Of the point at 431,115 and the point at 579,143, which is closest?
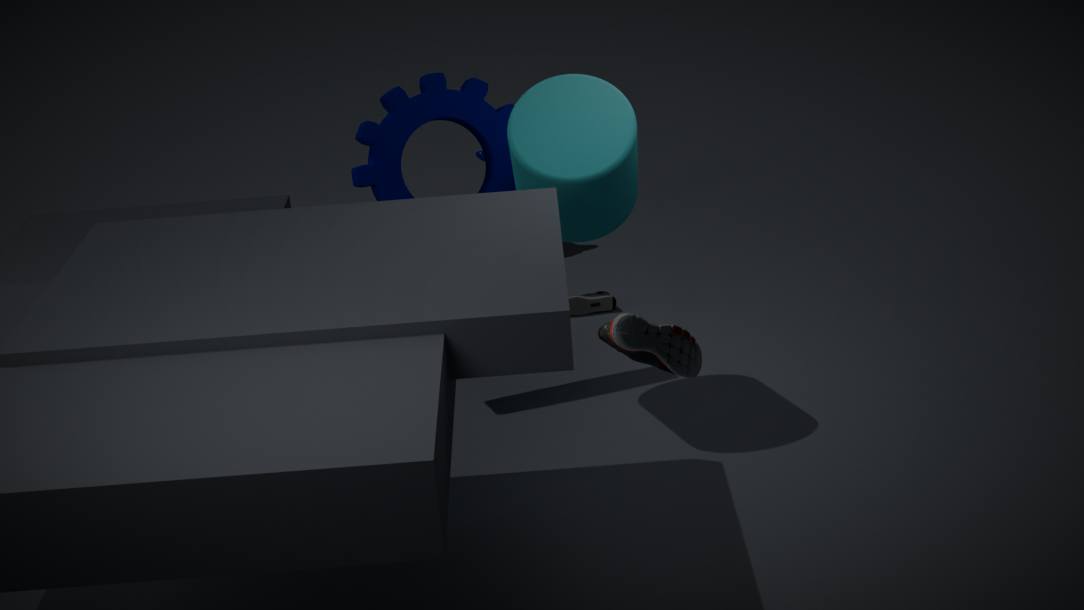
the point at 579,143
